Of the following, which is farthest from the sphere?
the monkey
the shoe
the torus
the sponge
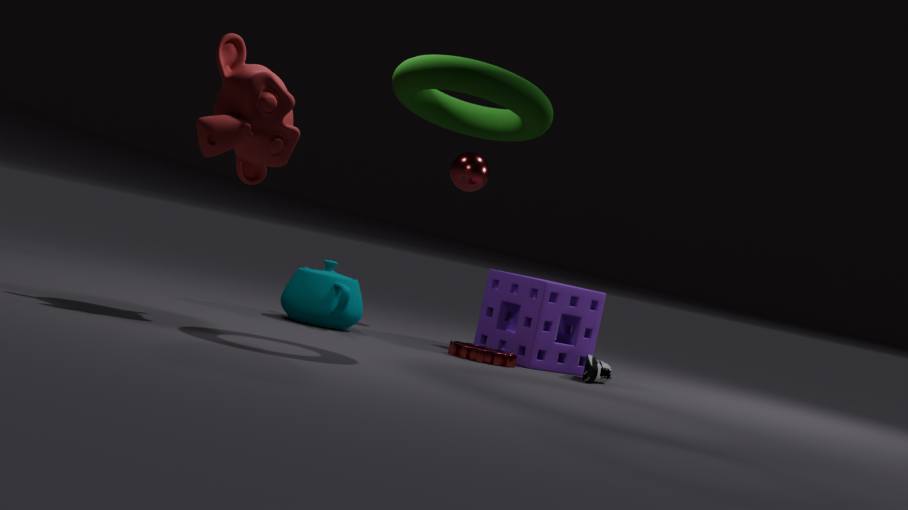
the monkey
